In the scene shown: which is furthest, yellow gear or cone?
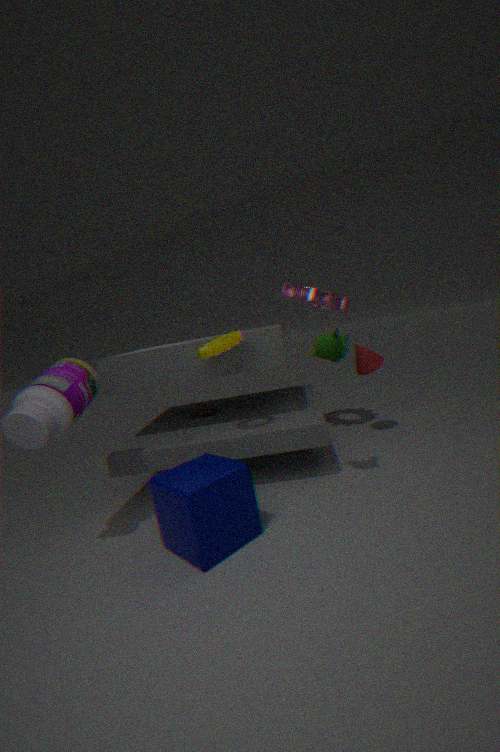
cone
